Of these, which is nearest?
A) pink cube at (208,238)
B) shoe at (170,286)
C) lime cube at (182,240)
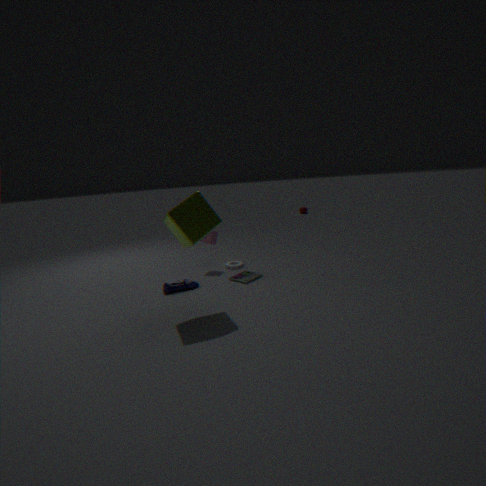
lime cube at (182,240)
